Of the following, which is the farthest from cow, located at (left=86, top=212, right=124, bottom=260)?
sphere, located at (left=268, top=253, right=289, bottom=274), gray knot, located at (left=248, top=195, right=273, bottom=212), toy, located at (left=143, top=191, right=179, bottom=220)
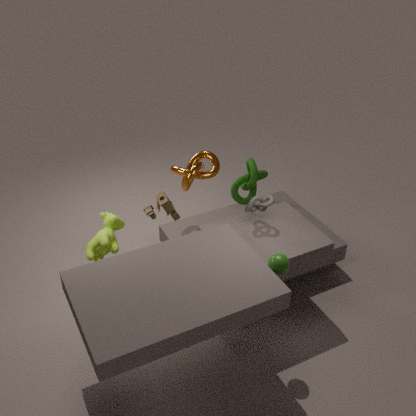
sphere, located at (left=268, top=253, right=289, bottom=274)
